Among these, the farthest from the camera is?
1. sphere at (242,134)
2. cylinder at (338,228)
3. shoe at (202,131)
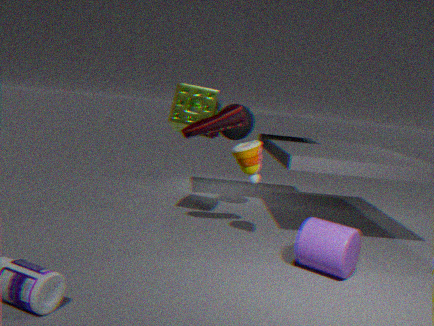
sphere at (242,134)
